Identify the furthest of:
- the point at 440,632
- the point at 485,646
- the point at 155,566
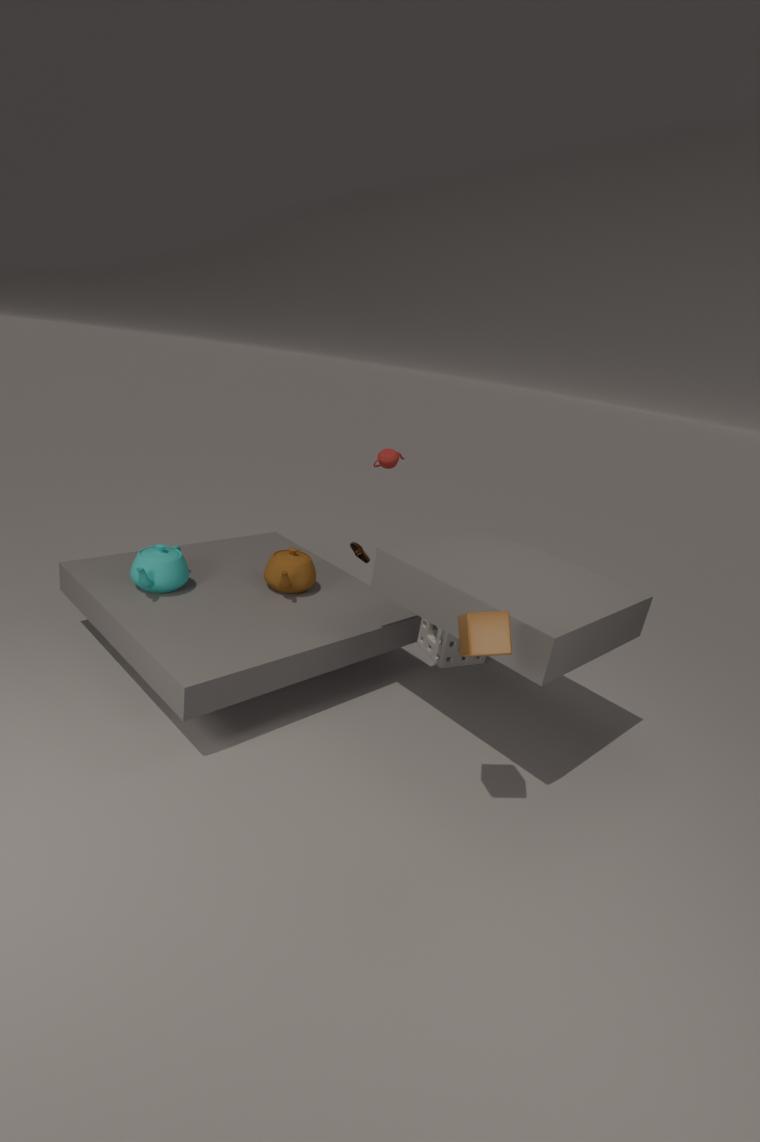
the point at 440,632
